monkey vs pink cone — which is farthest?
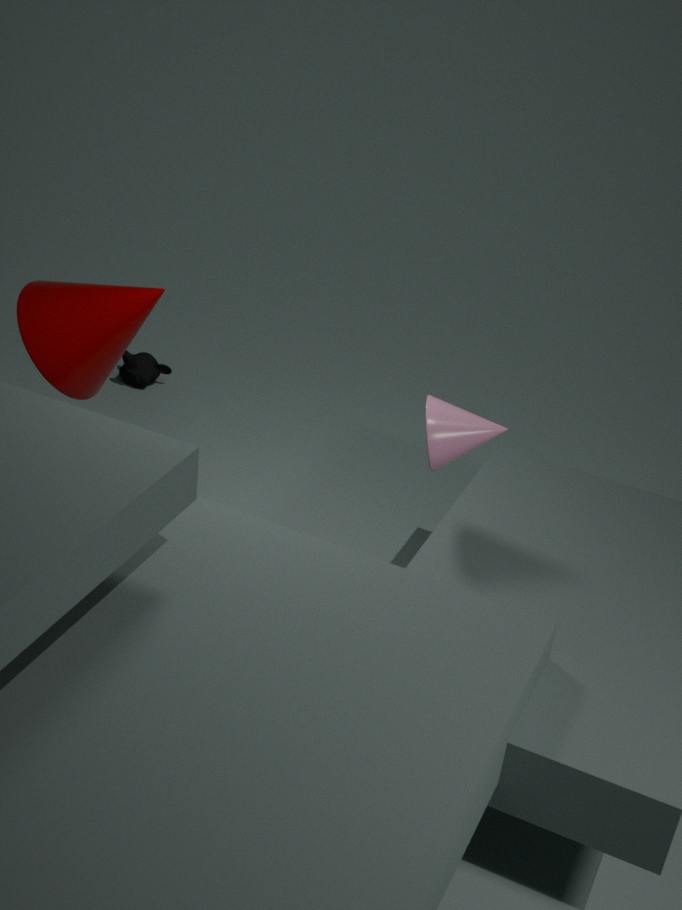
monkey
